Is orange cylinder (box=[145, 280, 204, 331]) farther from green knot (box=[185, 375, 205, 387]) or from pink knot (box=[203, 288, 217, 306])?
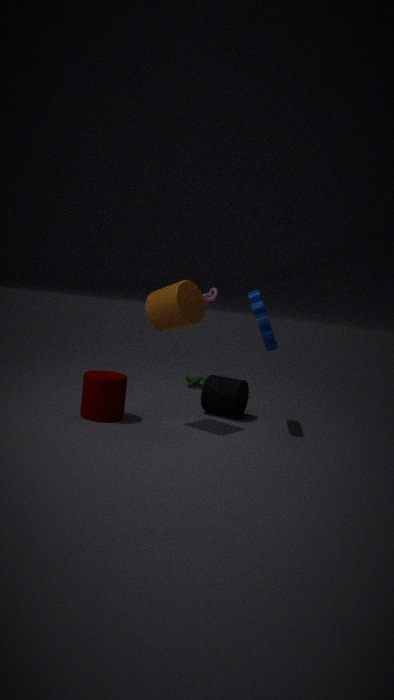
green knot (box=[185, 375, 205, 387])
